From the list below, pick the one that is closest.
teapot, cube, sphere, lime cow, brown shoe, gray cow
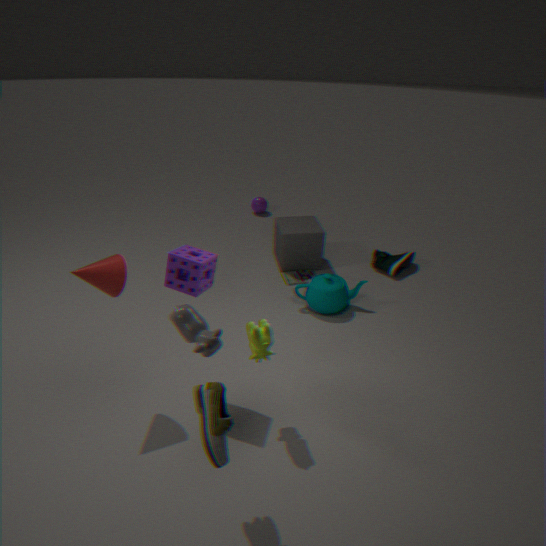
brown shoe
